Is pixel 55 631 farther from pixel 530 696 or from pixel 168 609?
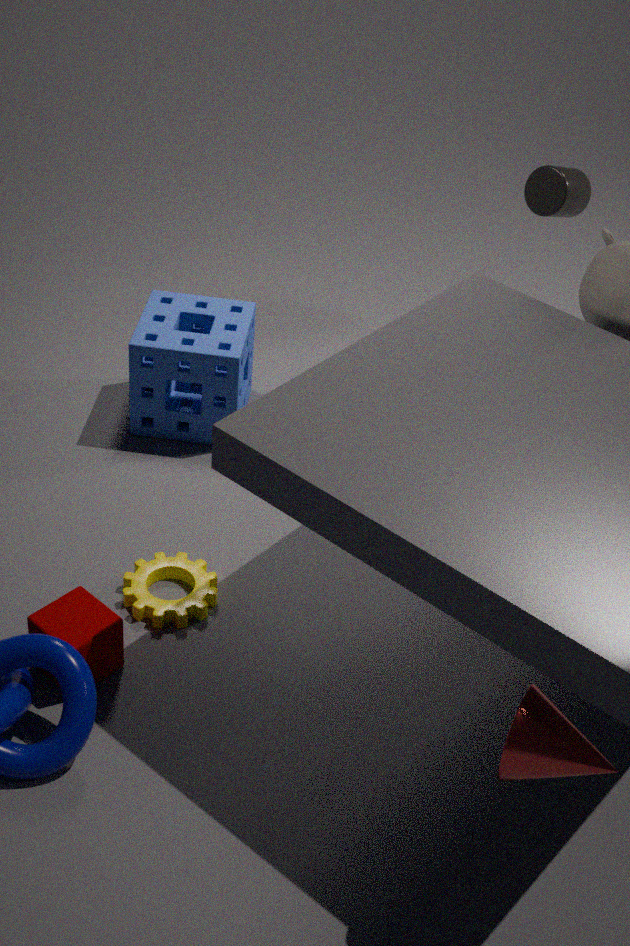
pixel 530 696
